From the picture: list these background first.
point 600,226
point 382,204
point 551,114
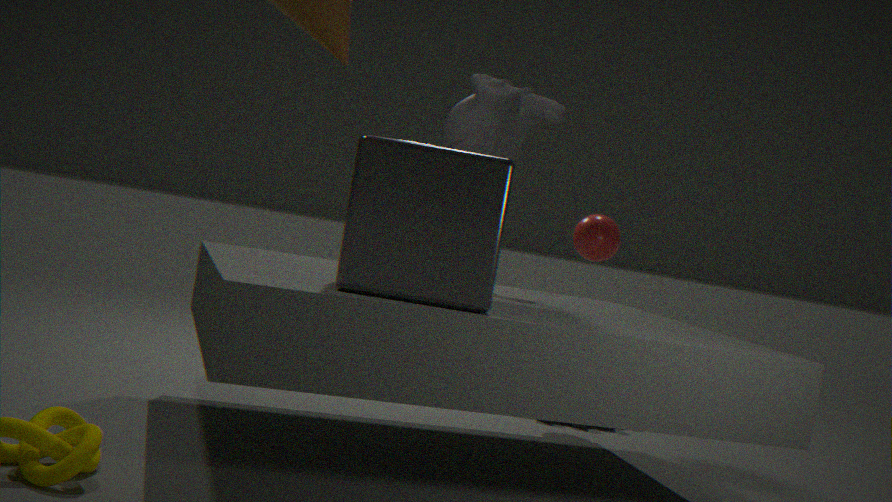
point 600,226, point 551,114, point 382,204
